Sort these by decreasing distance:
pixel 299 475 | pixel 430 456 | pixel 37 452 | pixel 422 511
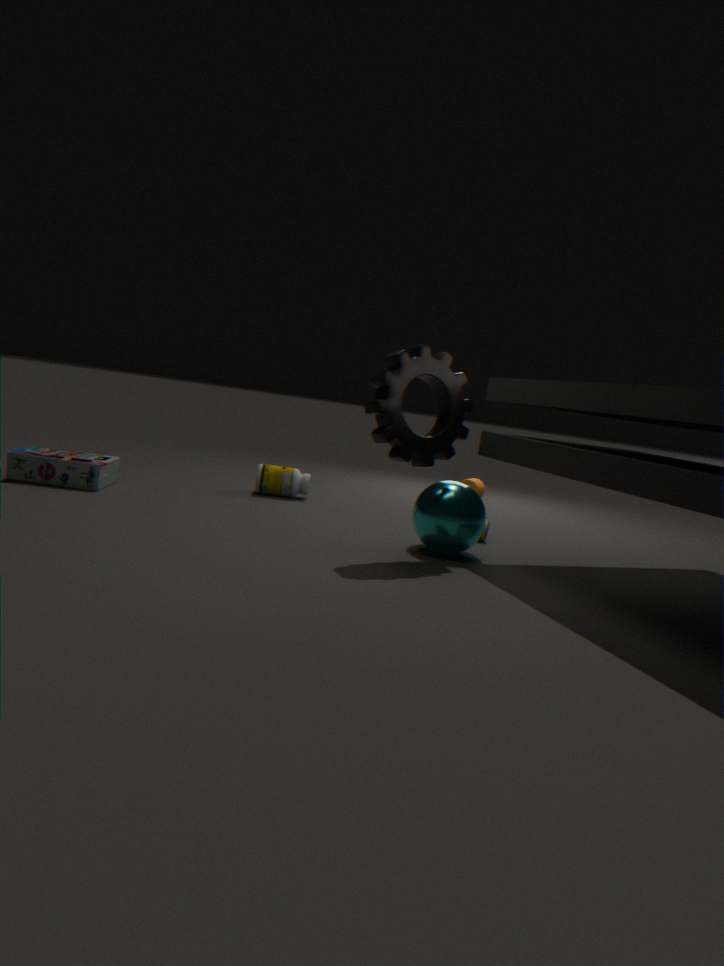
pixel 299 475, pixel 37 452, pixel 422 511, pixel 430 456
